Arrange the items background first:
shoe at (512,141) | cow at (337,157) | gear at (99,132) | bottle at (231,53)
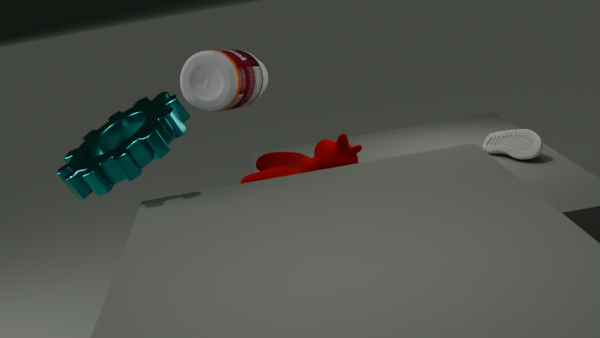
shoe at (512,141) < cow at (337,157) < bottle at (231,53) < gear at (99,132)
